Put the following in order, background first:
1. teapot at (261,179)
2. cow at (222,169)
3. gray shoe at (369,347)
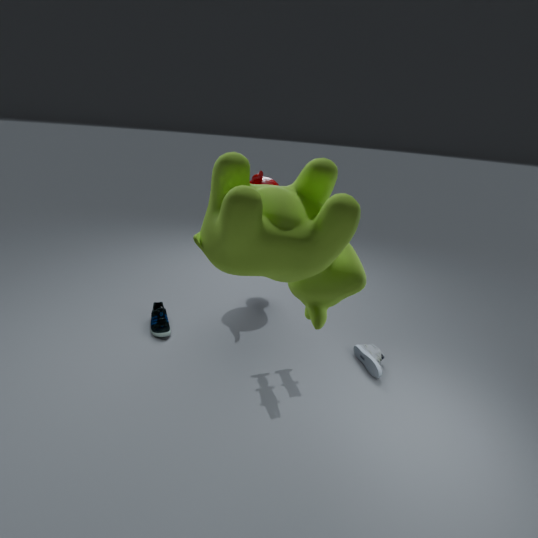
teapot at (261,179) → gray shoe at (369,347) → cow at (222,169)
